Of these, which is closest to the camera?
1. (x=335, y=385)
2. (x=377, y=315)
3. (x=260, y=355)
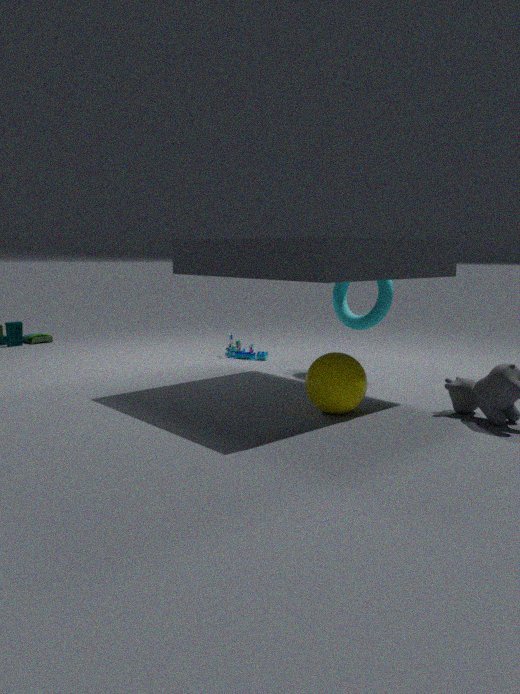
(x=335, y=385)
